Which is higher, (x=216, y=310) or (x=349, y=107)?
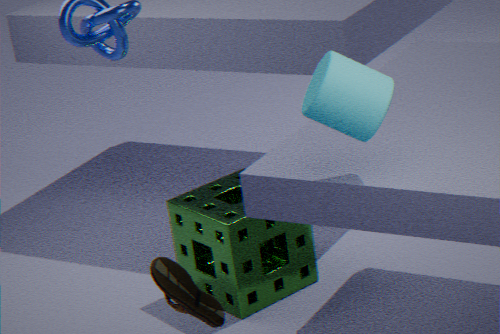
(x=349, y=107)
